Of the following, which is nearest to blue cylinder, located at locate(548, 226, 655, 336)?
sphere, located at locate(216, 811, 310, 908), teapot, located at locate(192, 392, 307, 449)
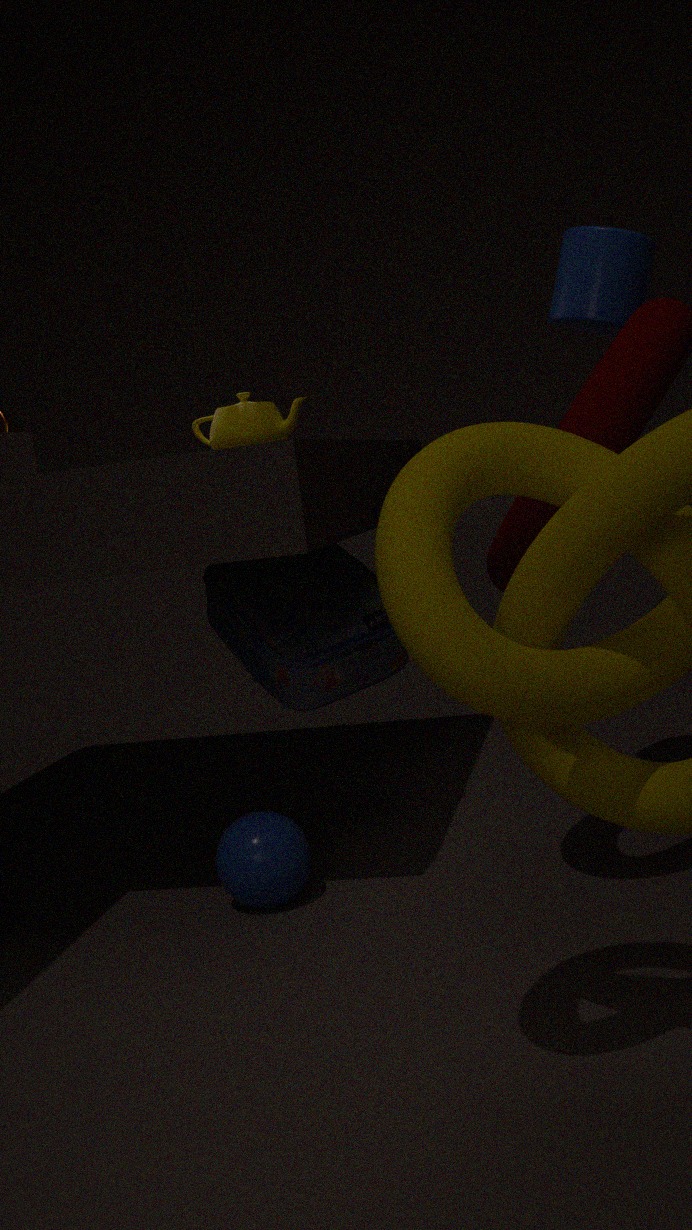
teapot, located at locate(192, 392, 307, 449)
